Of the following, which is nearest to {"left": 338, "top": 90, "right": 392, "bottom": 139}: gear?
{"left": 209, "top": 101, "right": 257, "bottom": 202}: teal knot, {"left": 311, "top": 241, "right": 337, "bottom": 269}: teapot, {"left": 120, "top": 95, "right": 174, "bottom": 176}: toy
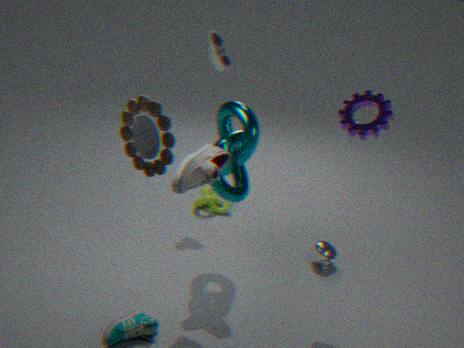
{"left": 209, "top": 101, "right": 257, "bottom": 202}: teal knot
